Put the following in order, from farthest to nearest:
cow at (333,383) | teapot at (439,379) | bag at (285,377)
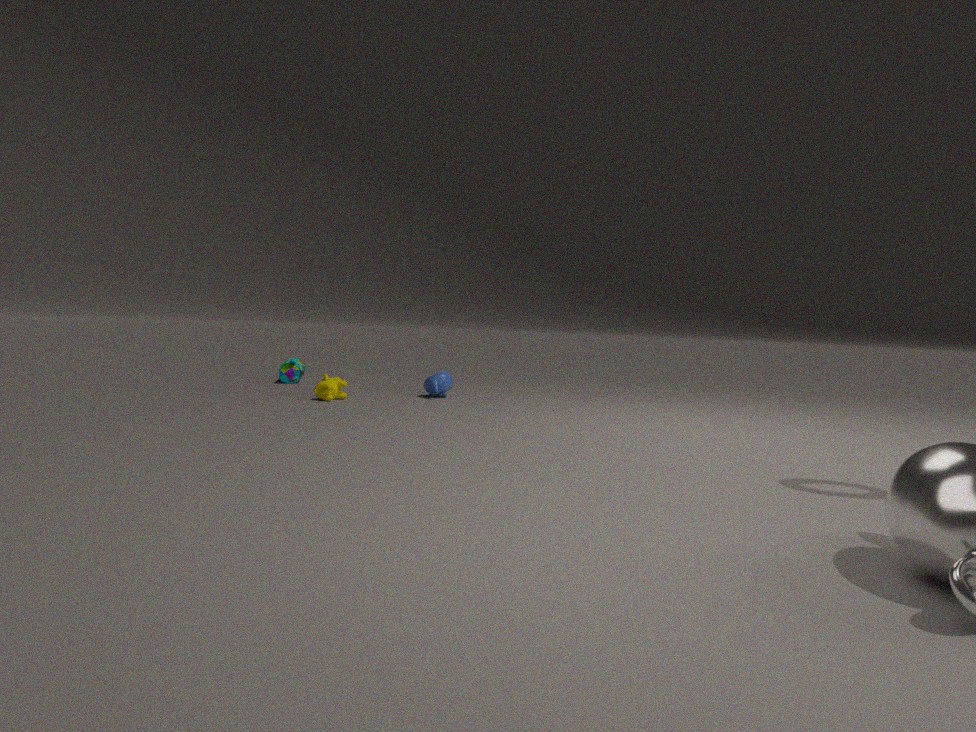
bag at (285,377)
teapot at (439,379)
cow at (333,383)
